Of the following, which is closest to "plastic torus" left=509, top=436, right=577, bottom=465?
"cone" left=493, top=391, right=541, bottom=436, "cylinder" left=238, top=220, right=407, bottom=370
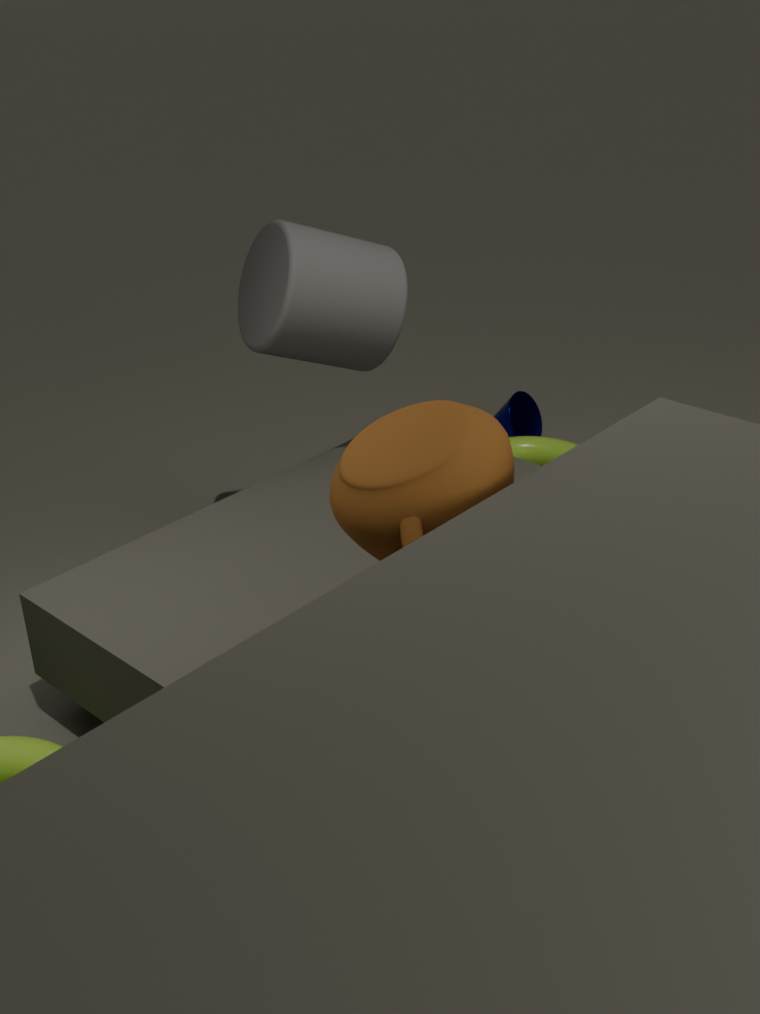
"cone" left=493, top=391, right=541, bottom=436
